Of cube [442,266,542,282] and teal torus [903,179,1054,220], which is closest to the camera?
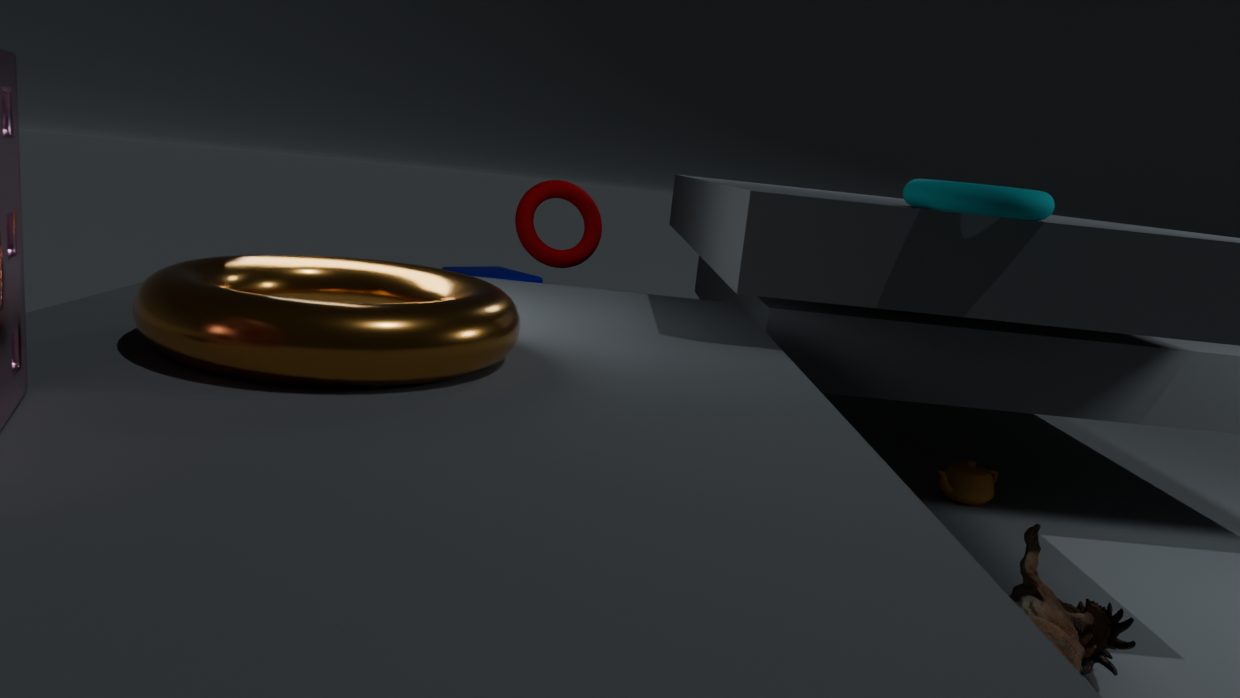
teal torus [903,179,1054,220]
